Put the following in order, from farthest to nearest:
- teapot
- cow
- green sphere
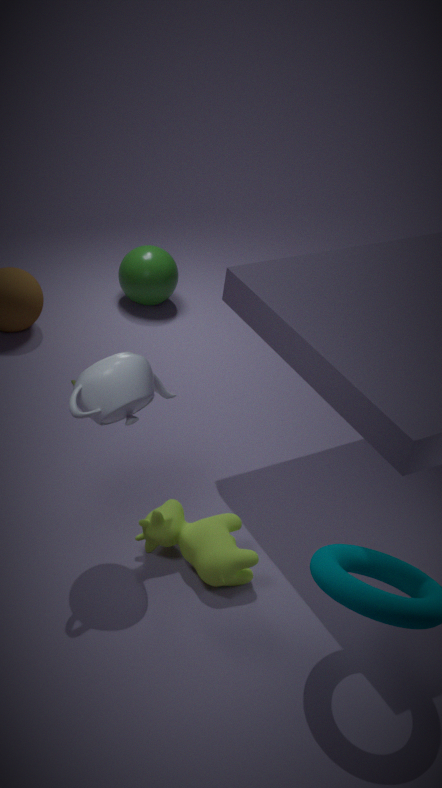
1. green sphere
2. cow
3. teapot
